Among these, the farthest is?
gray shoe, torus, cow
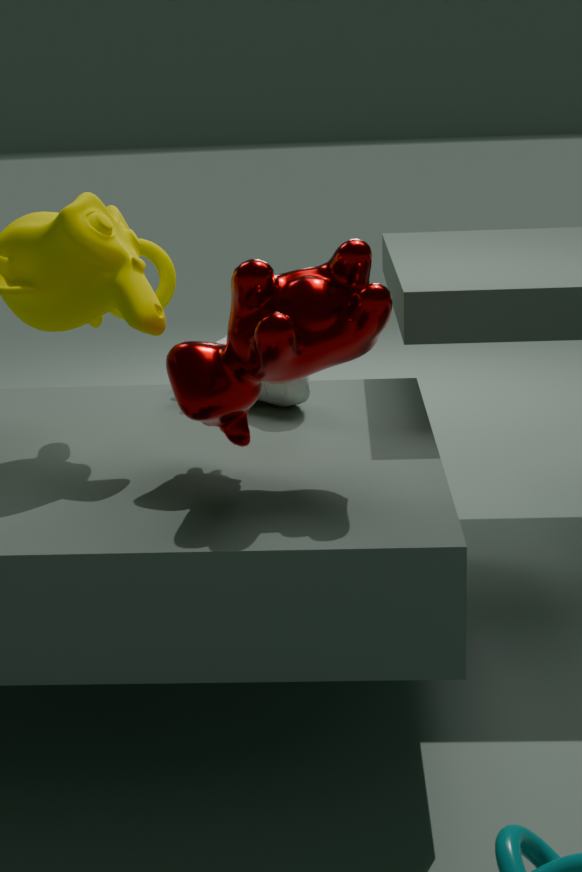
torus
